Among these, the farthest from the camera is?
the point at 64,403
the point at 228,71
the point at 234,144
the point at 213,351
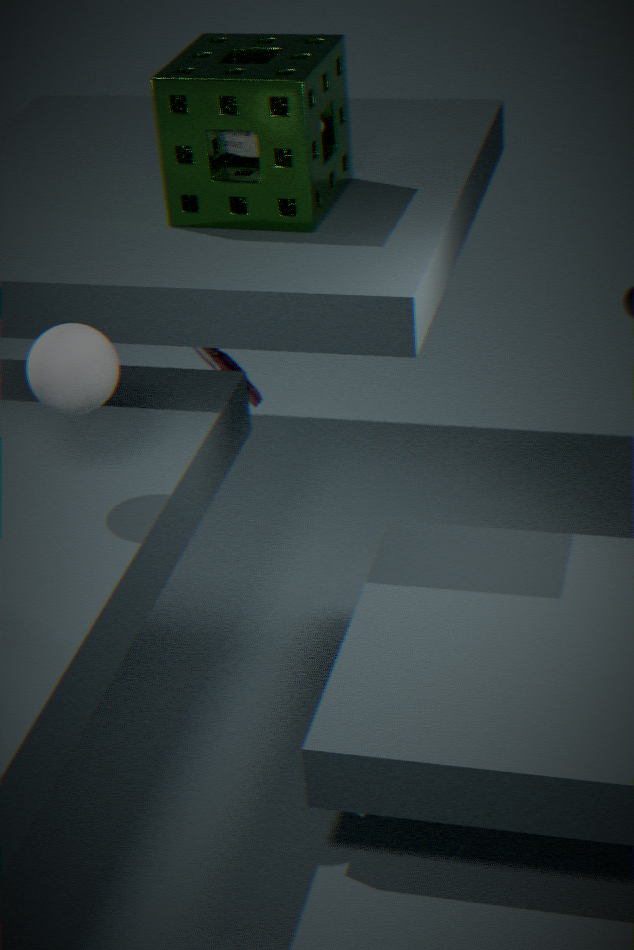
the point at 213,351
